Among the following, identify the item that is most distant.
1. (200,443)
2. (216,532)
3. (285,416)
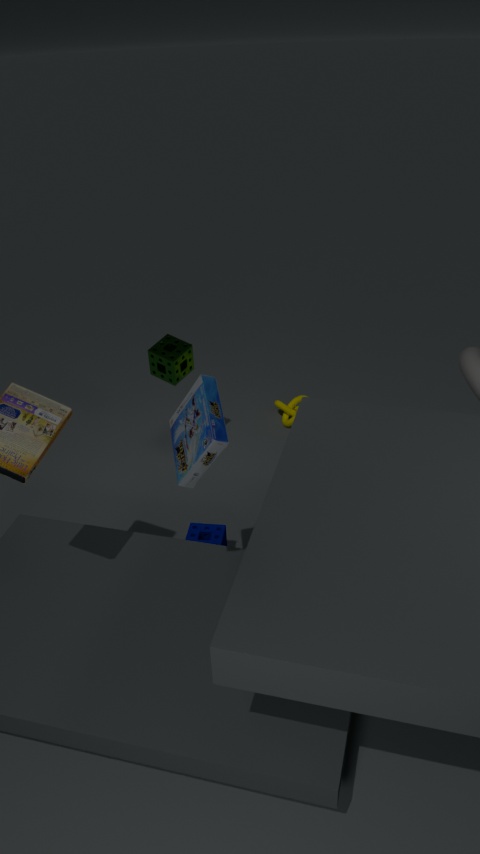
(285,416)
